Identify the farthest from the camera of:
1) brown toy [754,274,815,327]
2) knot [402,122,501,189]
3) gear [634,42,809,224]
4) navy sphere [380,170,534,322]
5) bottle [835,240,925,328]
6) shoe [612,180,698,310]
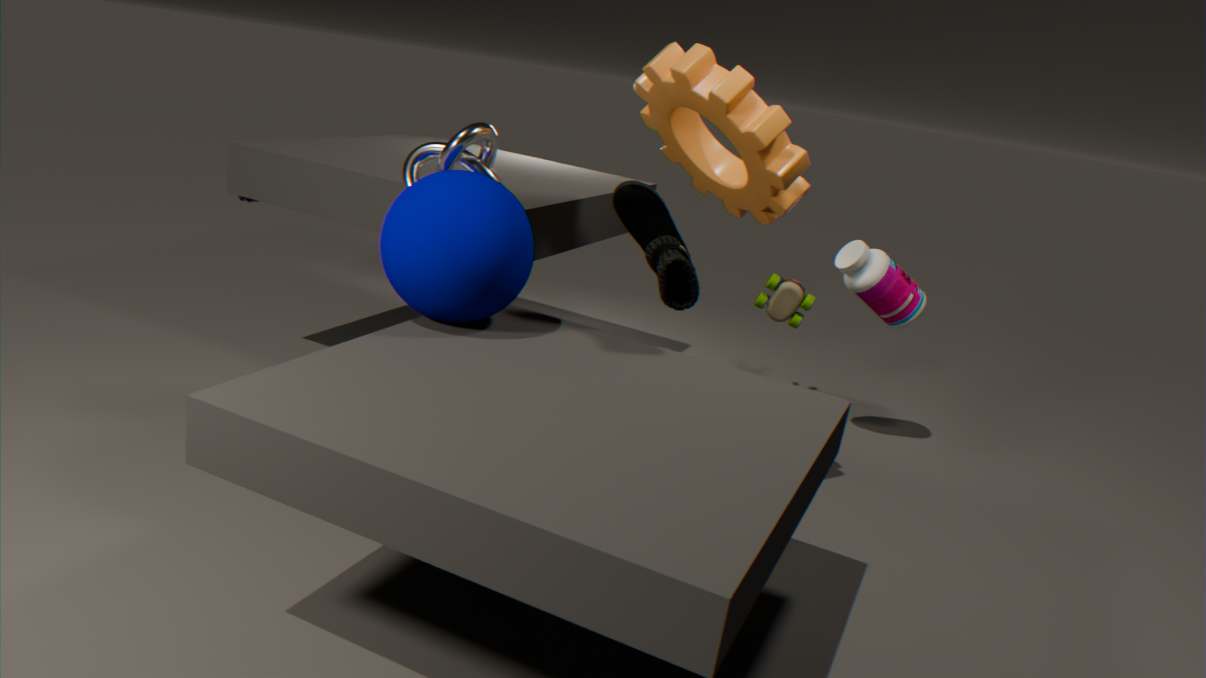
1. brown toy [754,274,815,327]
